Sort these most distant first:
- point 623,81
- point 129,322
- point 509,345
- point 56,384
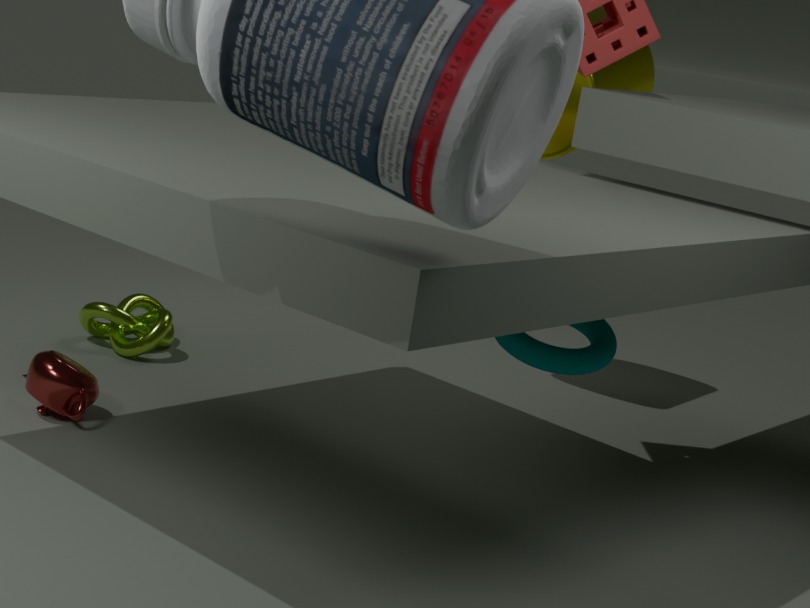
1. point 129,322
2. point 623,81
3. point 56,384
4. point 509,345
